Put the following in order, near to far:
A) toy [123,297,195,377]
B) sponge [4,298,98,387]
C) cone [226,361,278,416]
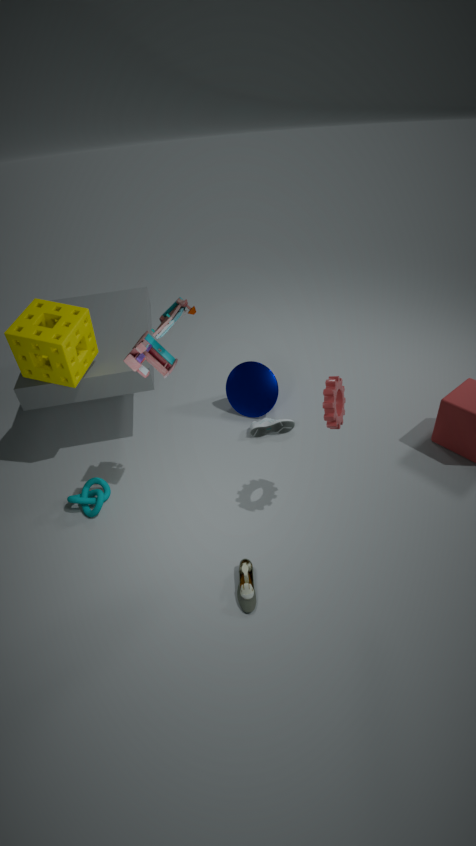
toy [123,297,195,377] < sponge [4,298,98,387] < cone [226,361,278,416]
